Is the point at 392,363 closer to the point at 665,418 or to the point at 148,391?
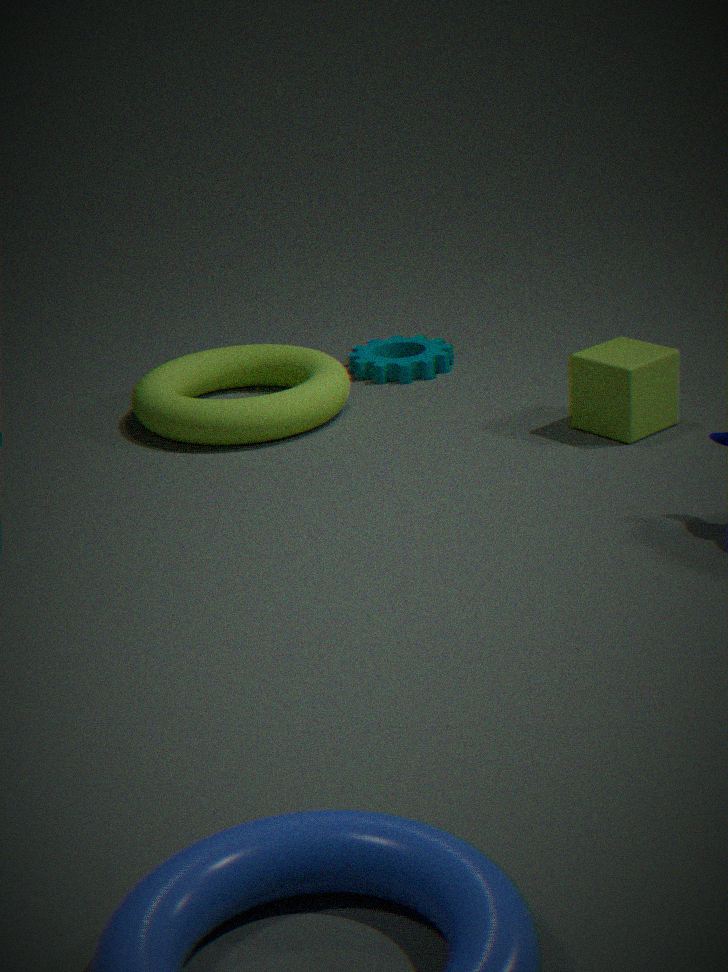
the point at 148,391
